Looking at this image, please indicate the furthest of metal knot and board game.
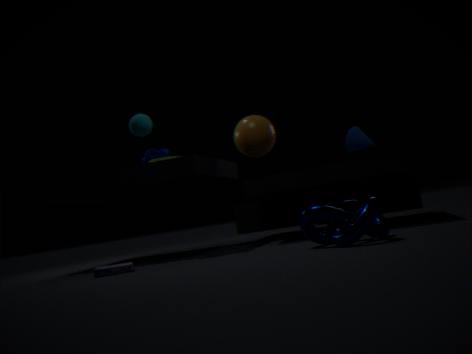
board game
